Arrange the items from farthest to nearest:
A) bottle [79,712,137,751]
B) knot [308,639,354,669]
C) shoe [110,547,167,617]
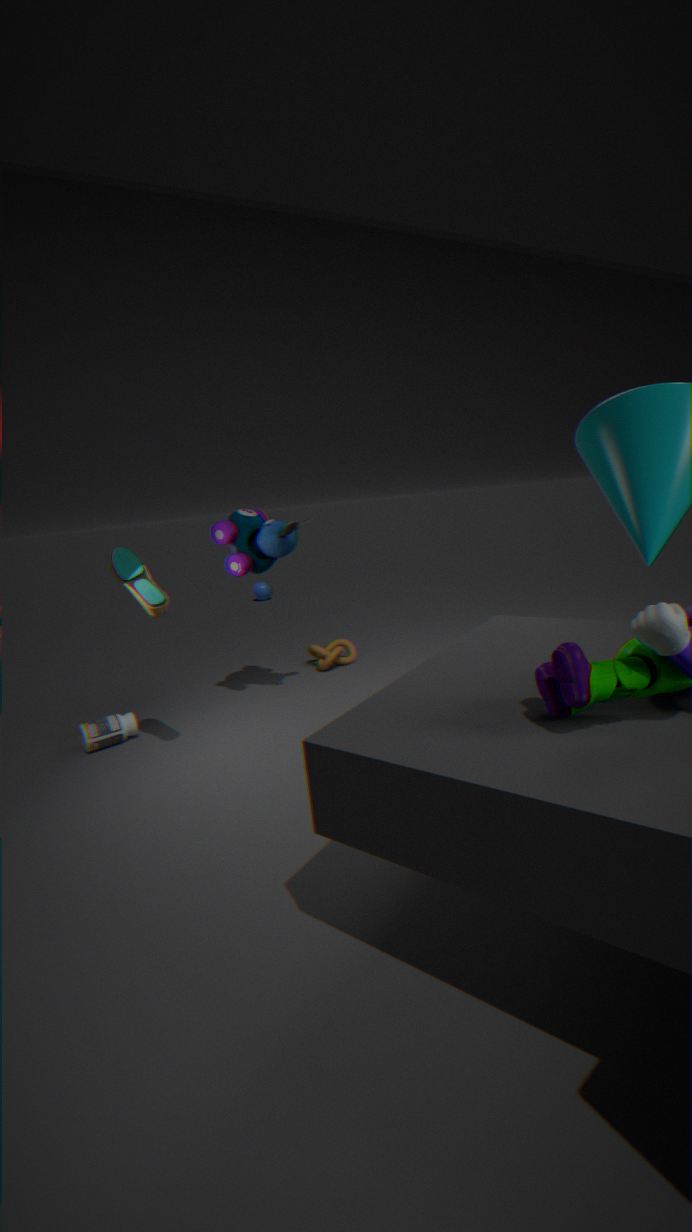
knot [308,639,354,669], bottle [79,712,137,751], shoe [110,547,167,617]
